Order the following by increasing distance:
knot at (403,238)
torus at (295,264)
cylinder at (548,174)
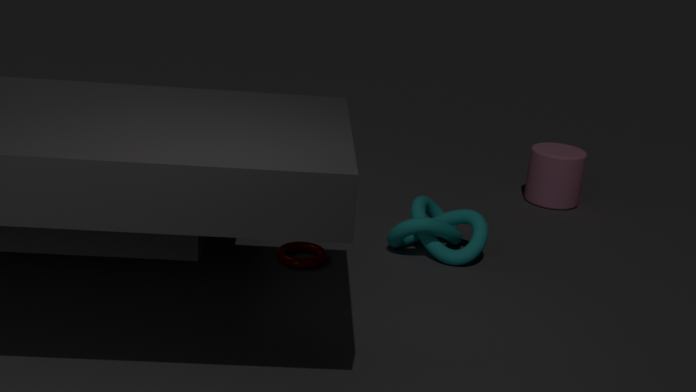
torus at (295,264) < knot at (403,238) < cylinder at (548,174)
